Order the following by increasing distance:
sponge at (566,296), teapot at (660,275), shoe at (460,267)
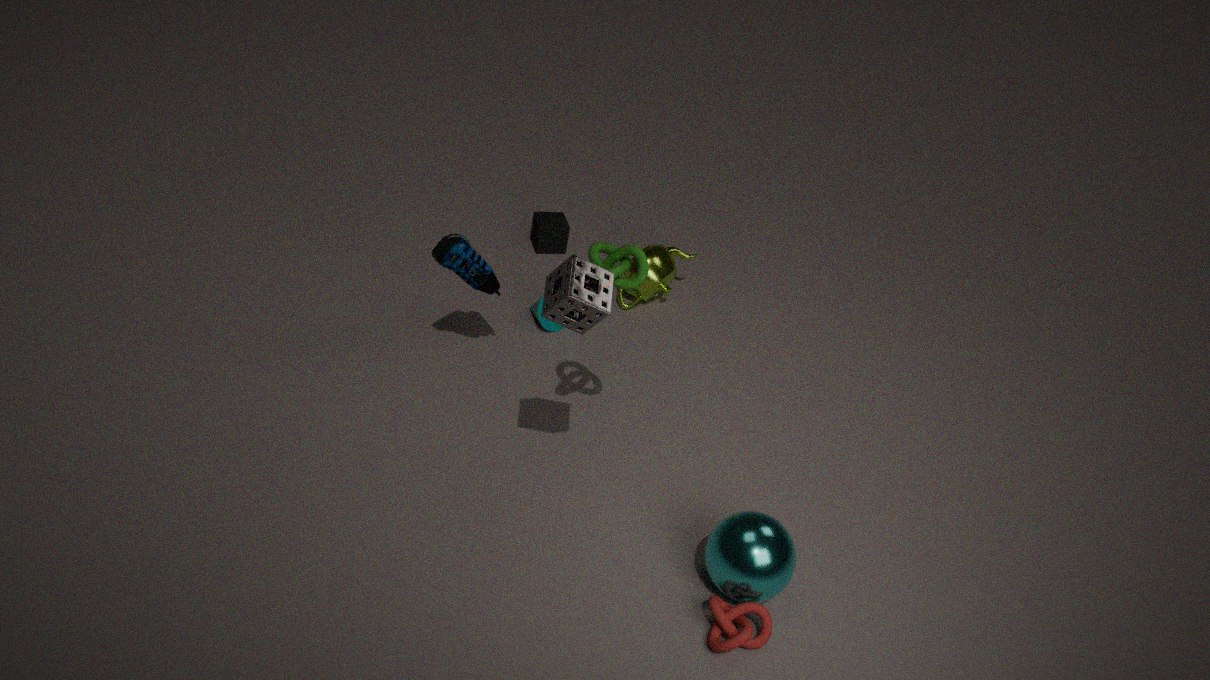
sponge at (566,296) < shoe at (460,267) < teapot at (660,275)
